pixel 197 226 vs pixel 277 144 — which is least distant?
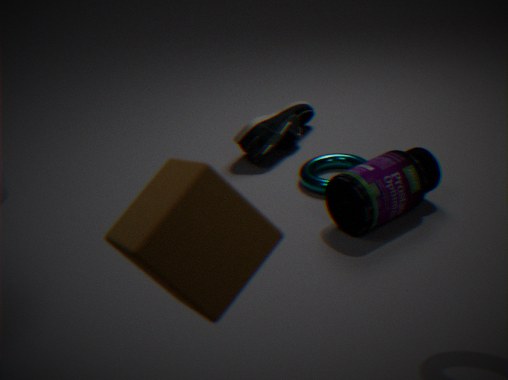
pixel 197 226
